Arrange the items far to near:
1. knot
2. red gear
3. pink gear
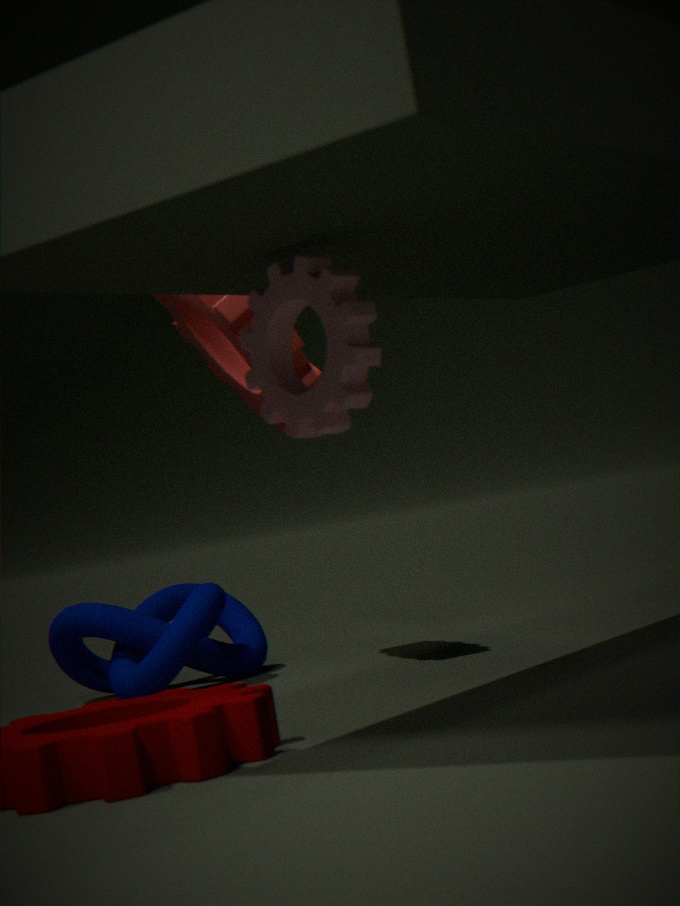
knot < red gear < pink gear
